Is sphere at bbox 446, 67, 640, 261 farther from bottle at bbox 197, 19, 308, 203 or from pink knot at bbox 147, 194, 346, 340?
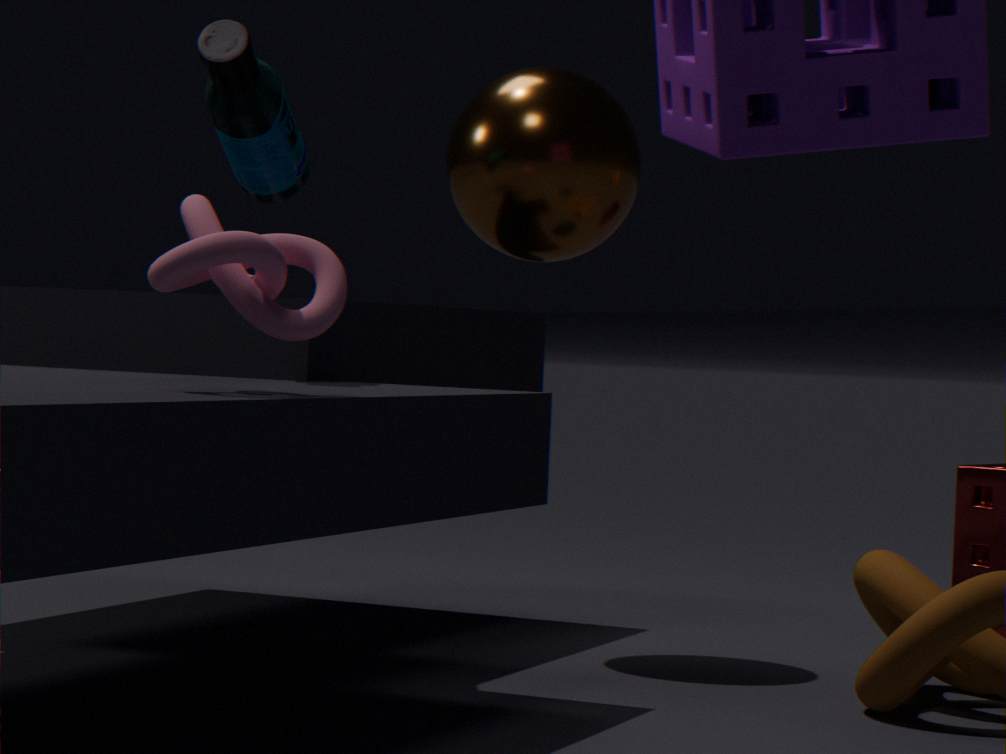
pink knot at bbox 147, 194, 346, 340
